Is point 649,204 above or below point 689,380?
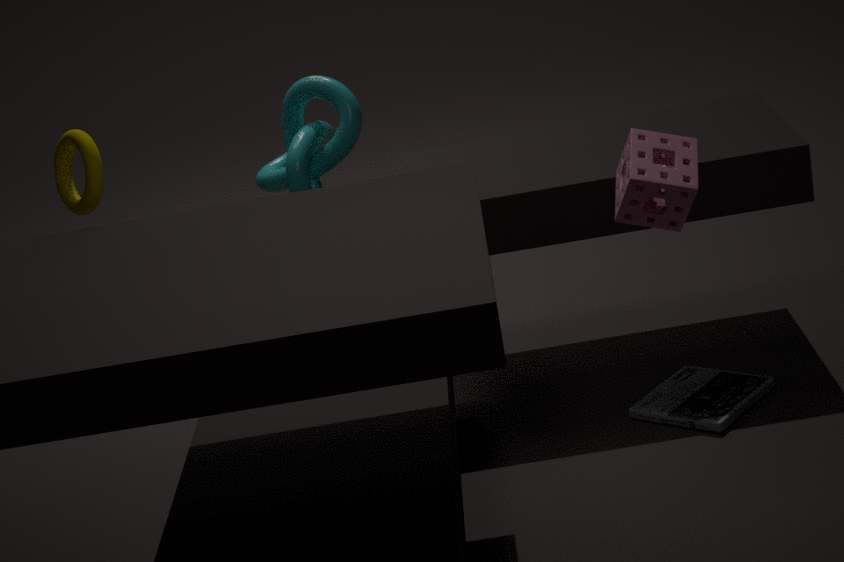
above
